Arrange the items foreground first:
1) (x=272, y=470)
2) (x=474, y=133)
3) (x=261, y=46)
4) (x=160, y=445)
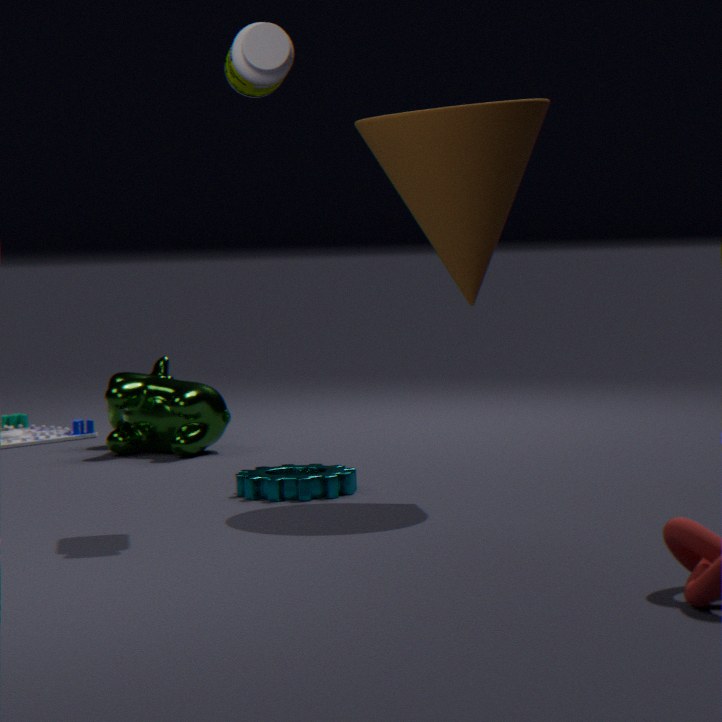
3. (x=261, y=46), 2. (x=474, y=133), 1. (x=272, y=470), 4. (x=160, y=445)
